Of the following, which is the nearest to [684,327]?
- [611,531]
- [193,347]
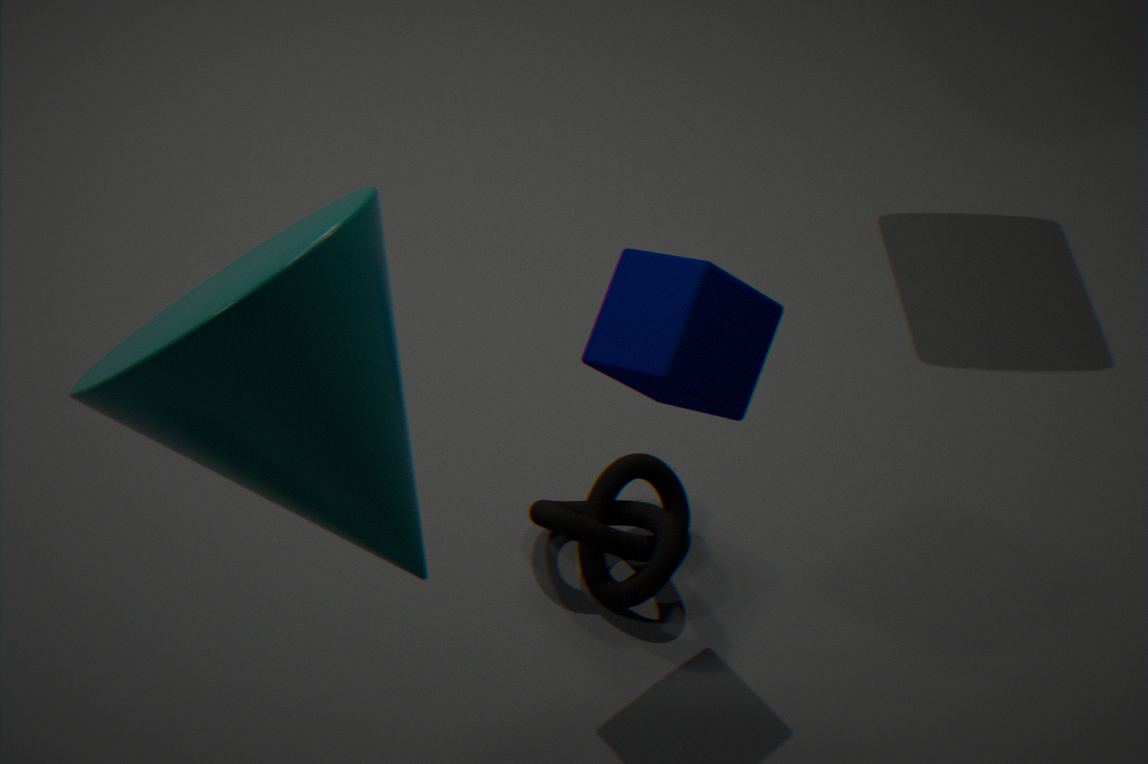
[611,531]
